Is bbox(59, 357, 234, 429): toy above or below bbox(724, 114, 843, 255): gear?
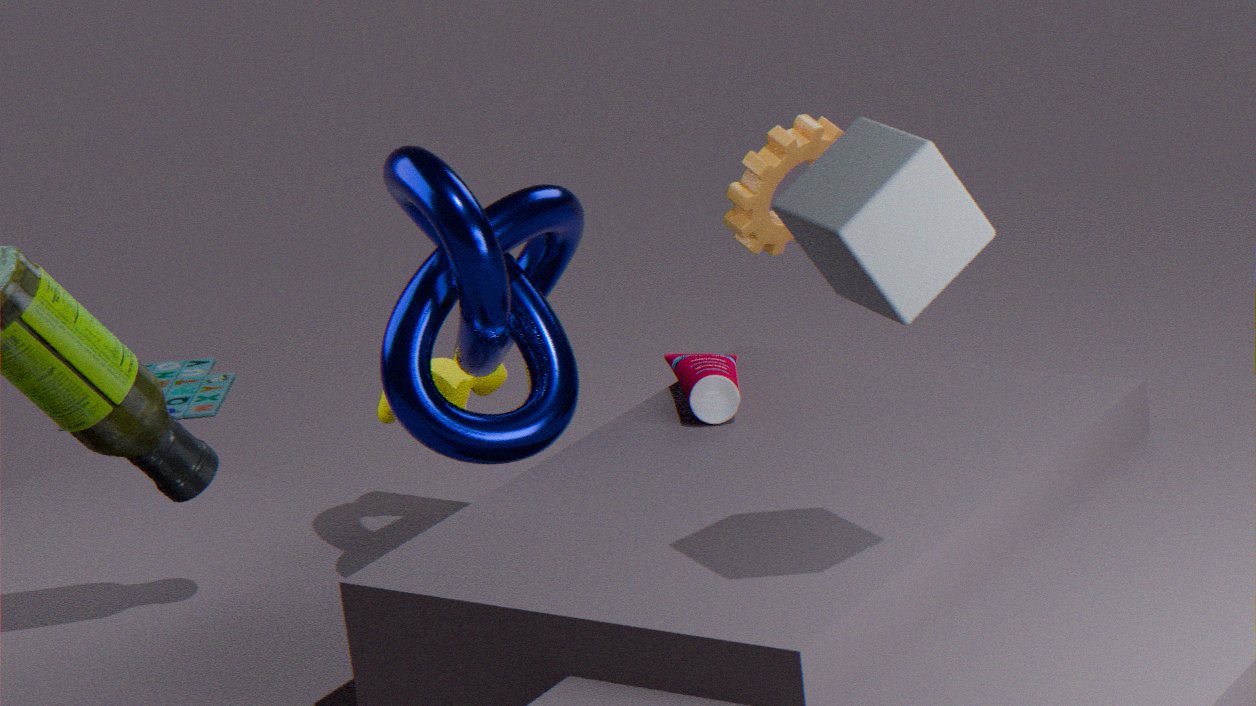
below
